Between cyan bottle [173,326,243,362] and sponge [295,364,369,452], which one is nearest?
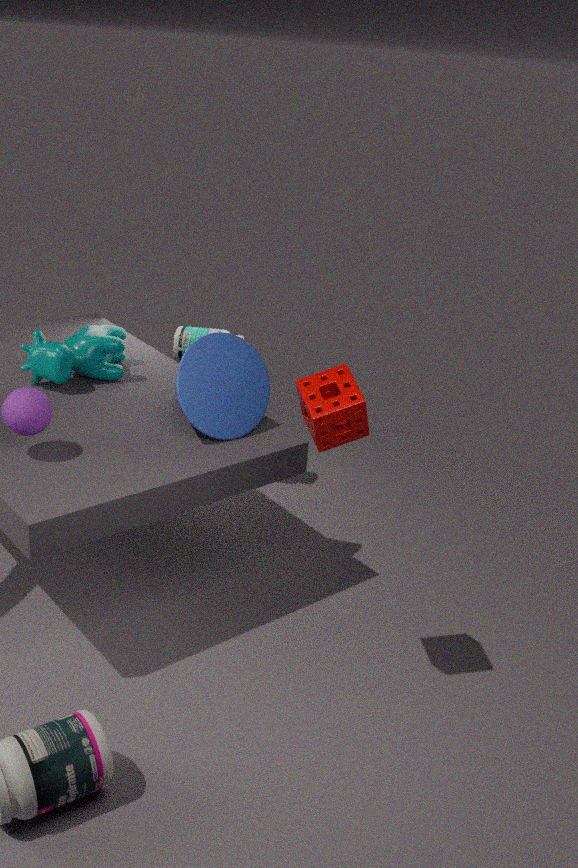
sponge [295,364,369,452]
